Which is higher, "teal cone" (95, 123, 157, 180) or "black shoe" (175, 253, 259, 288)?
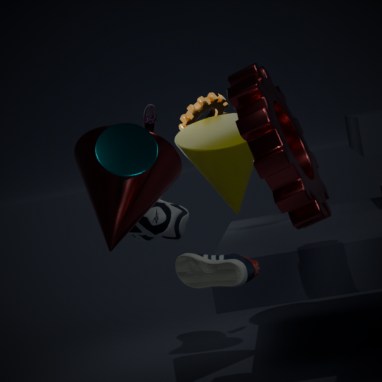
"teal cone" (95, 123, 157, 180)
